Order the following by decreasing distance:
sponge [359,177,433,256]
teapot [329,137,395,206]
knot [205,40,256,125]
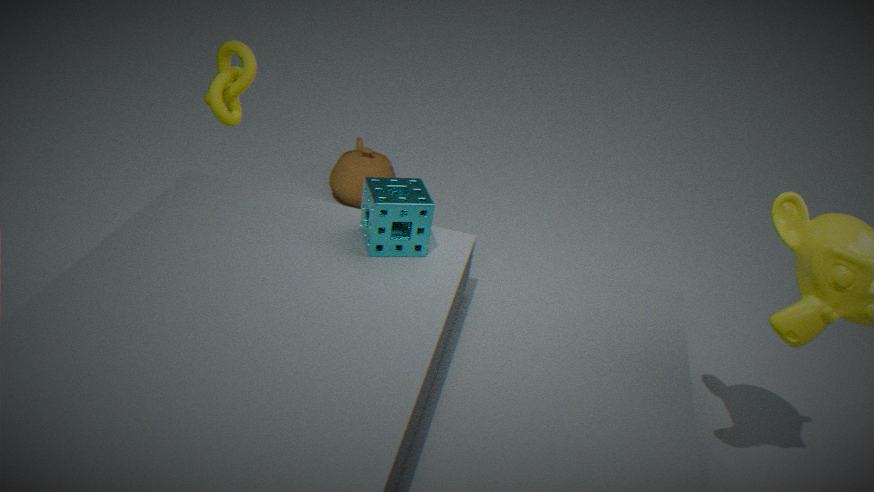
teapot [329,137,395,206], knot [205,40,256,125], sponge [359,177,433,256]
